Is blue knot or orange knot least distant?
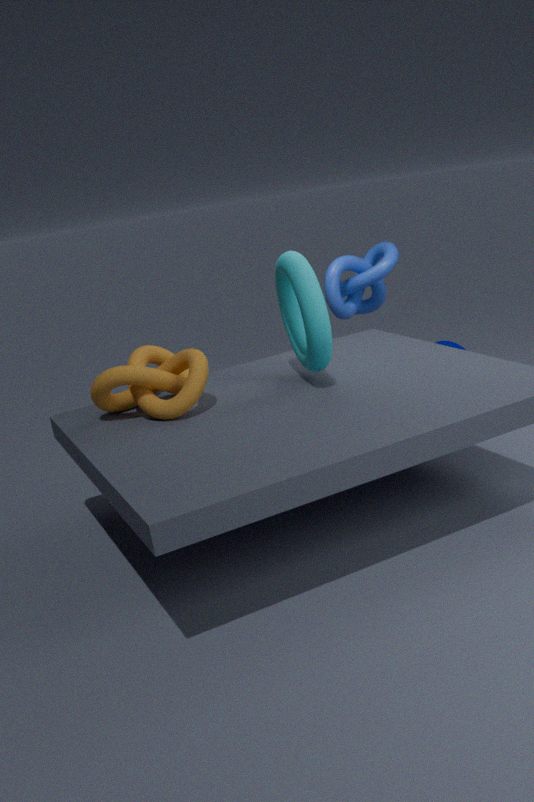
orange knot
